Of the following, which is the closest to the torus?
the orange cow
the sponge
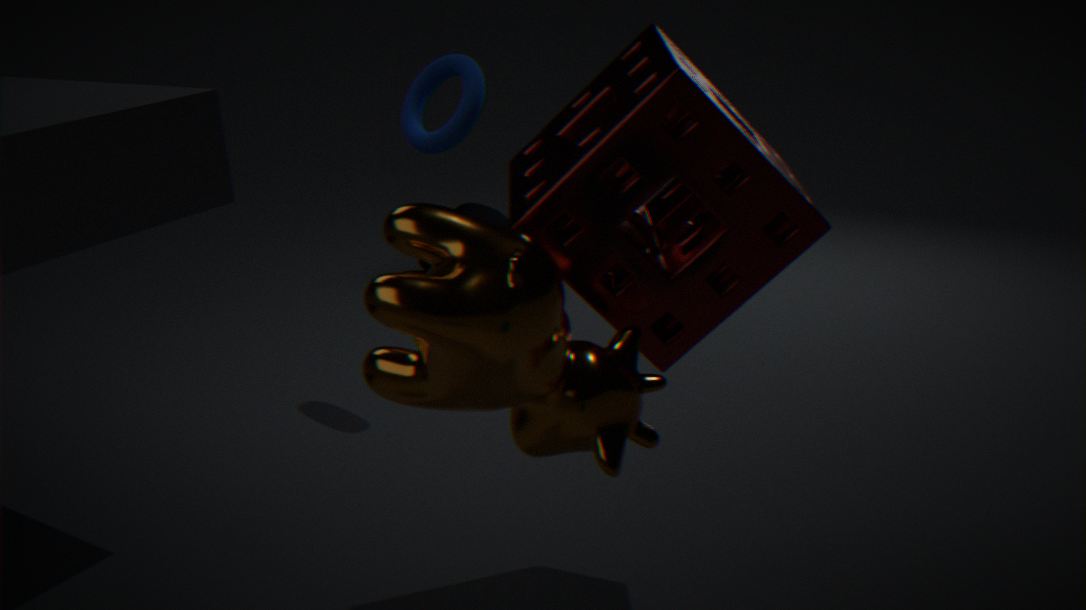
the sponge
